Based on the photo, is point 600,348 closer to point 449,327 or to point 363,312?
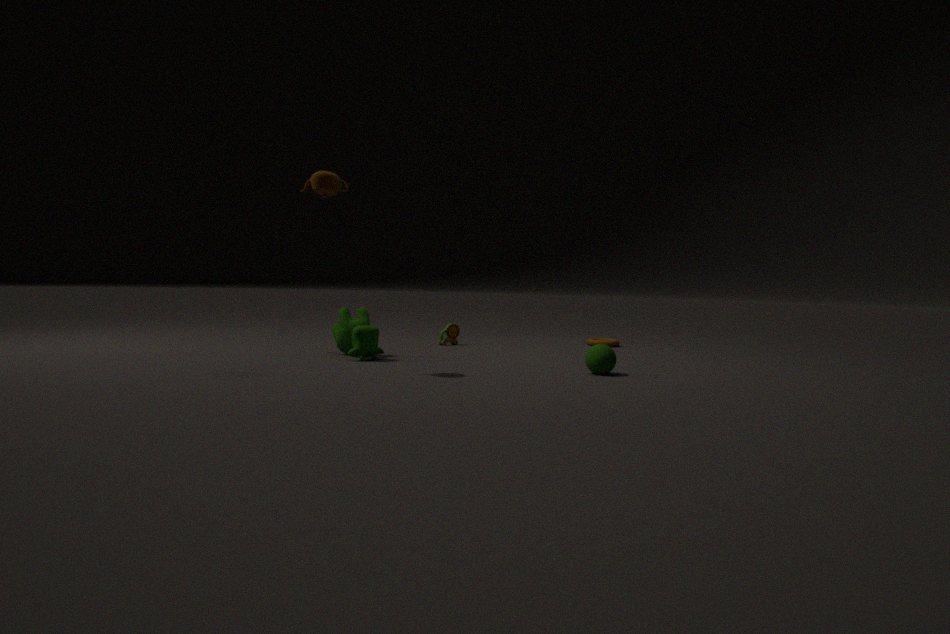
point 363,312
